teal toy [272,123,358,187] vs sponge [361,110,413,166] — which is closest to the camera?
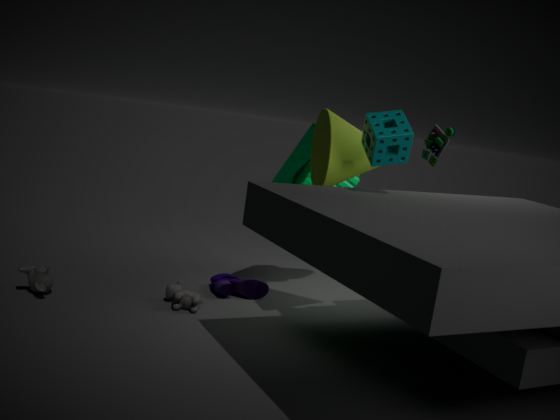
sponge [361,110,413,166]
